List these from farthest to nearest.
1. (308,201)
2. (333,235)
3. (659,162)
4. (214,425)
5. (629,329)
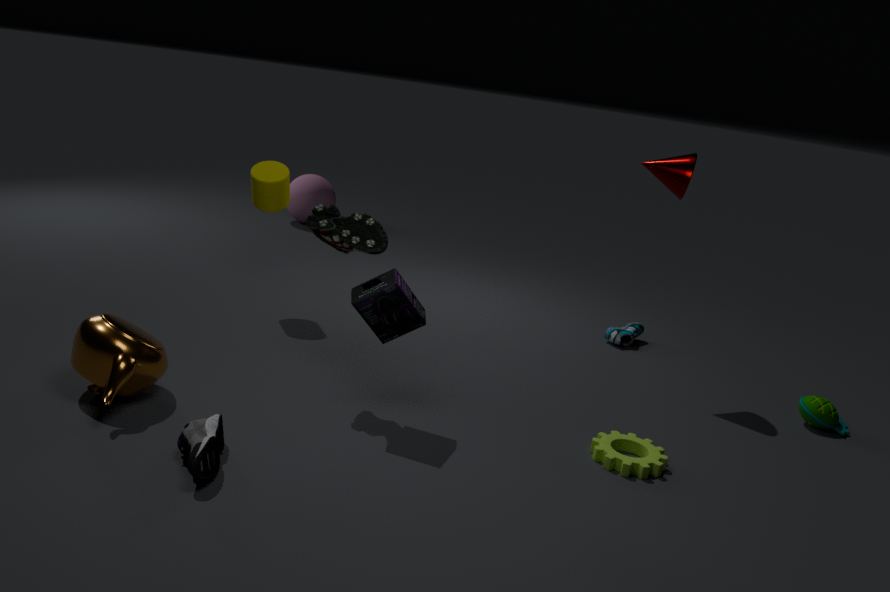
(308,201)
(629,329)
(659,162)
(333,235)
(214,425)
